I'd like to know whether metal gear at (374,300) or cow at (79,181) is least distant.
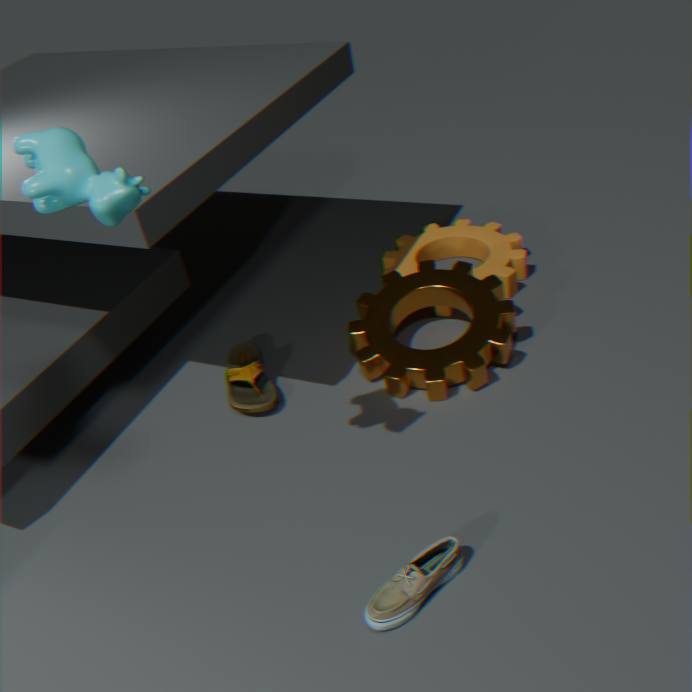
cow at (79,181)
